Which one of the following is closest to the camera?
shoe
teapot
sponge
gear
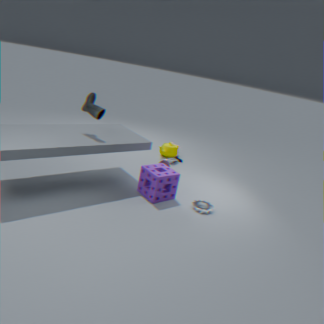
shoe
